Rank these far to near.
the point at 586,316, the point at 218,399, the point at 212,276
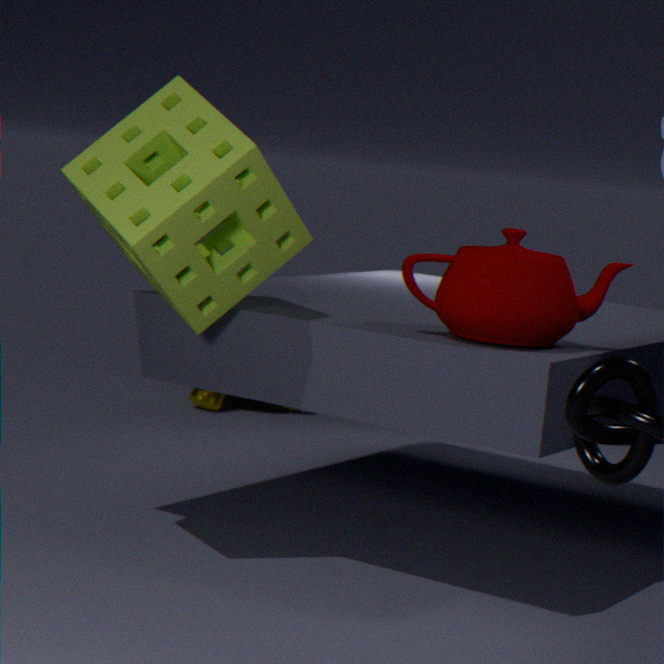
the point at 218,399, the point at 212,276, the point at 586,316
